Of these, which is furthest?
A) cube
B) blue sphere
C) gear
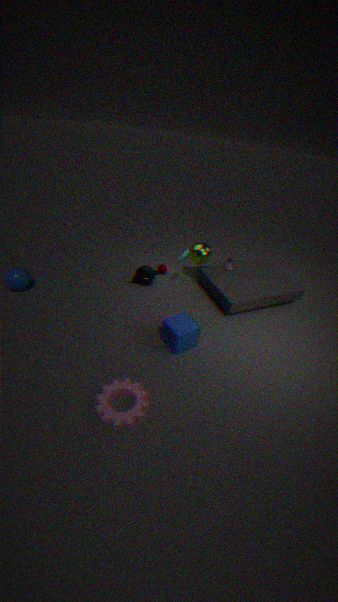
blue sphere
